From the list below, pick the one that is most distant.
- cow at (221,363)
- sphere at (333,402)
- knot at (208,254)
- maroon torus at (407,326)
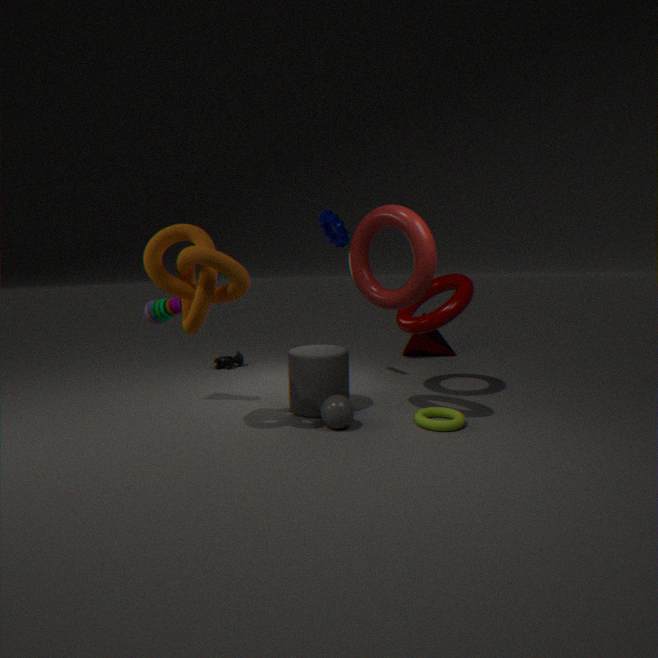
cow at (221,363)
